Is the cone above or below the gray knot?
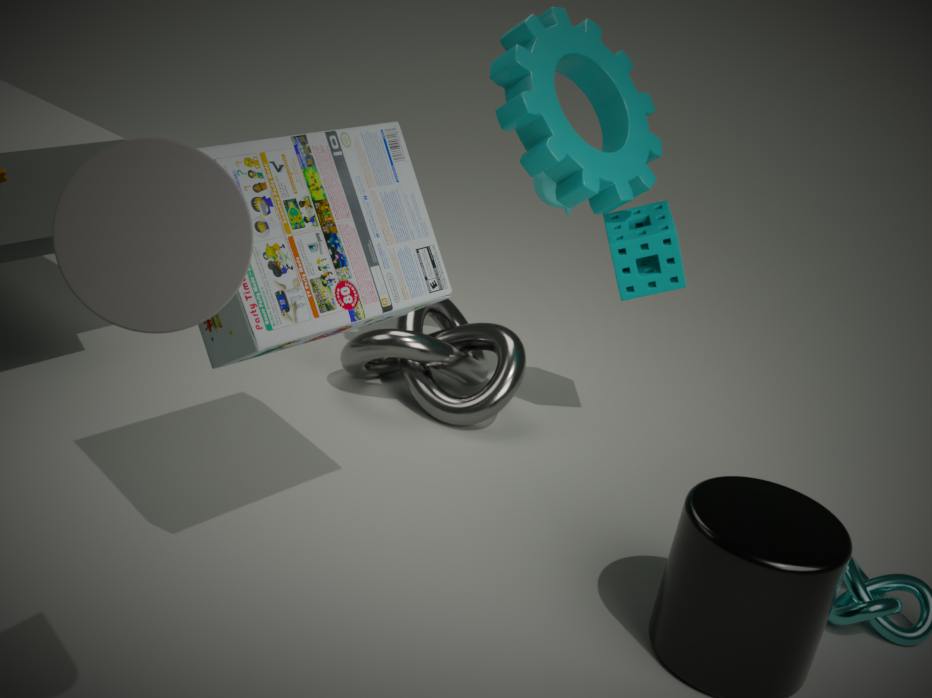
above
